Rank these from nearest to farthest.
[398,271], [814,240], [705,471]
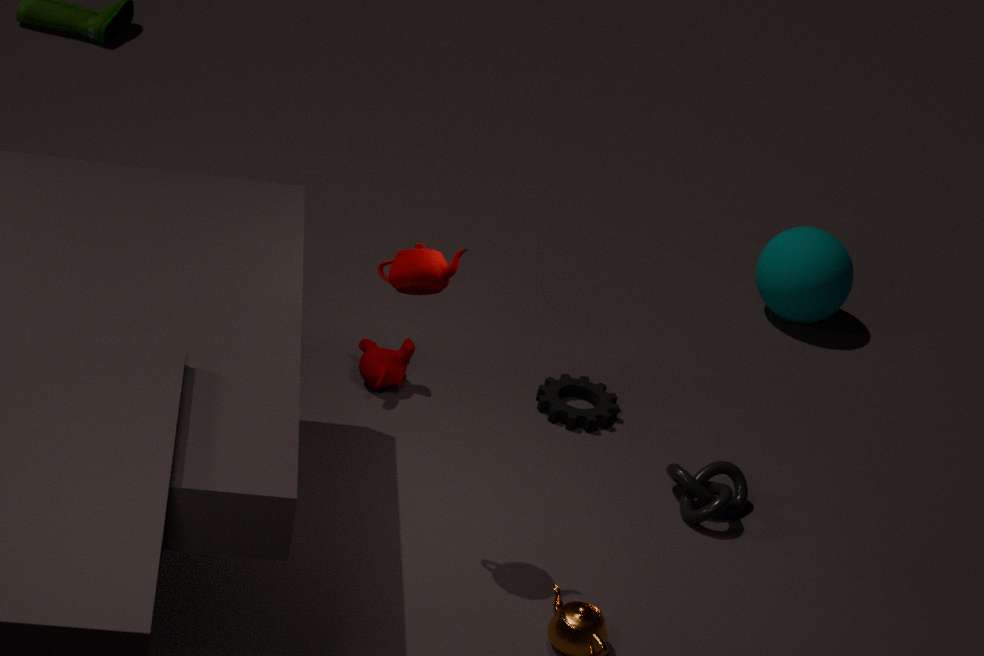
[398,271] → [705,471] → [814,240]
